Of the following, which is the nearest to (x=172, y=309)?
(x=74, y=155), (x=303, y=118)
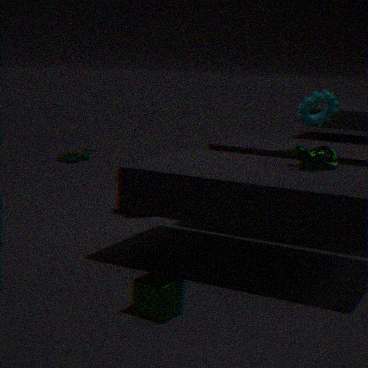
(x=303, y=118)
